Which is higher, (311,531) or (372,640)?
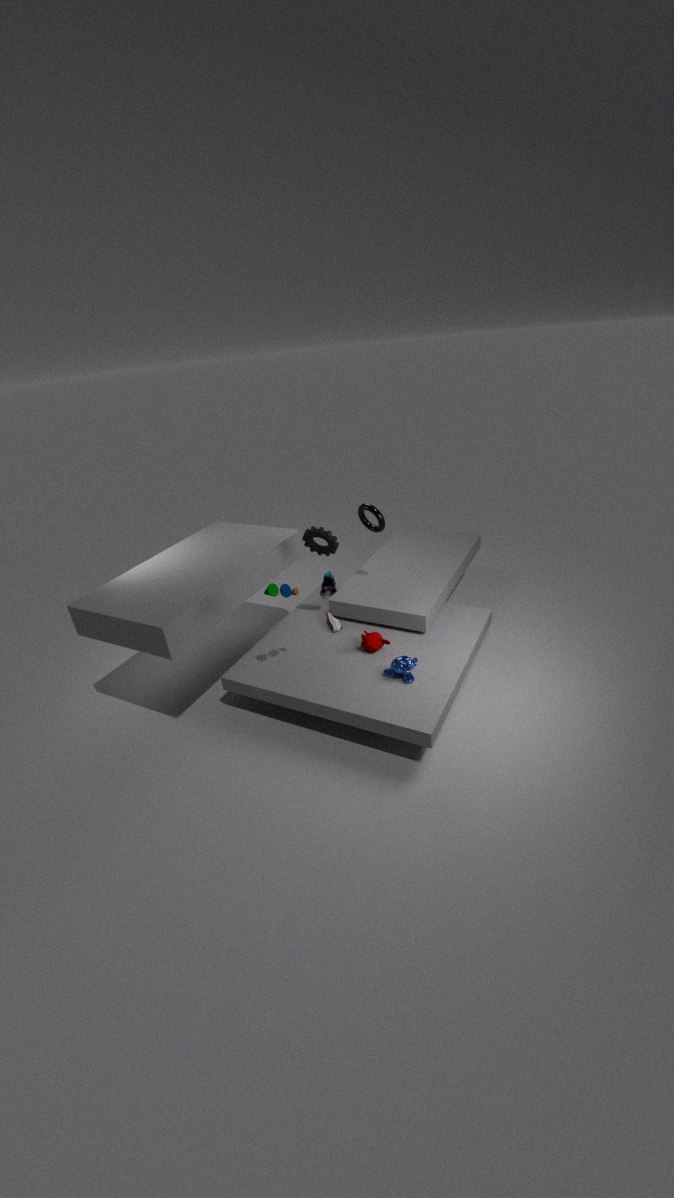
(311,531)
